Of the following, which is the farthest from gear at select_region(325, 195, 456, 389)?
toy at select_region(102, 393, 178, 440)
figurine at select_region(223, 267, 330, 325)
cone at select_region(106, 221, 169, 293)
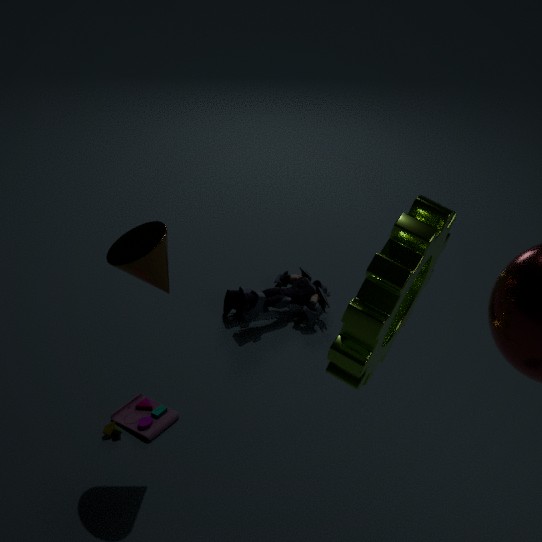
figurine at select_region(223, 267, 330, 325)
